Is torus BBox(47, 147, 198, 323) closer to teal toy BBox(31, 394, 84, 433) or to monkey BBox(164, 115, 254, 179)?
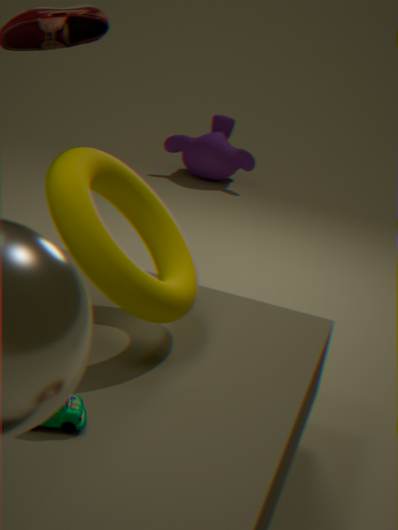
teal toy BBox(31, 394, 84, 433)
